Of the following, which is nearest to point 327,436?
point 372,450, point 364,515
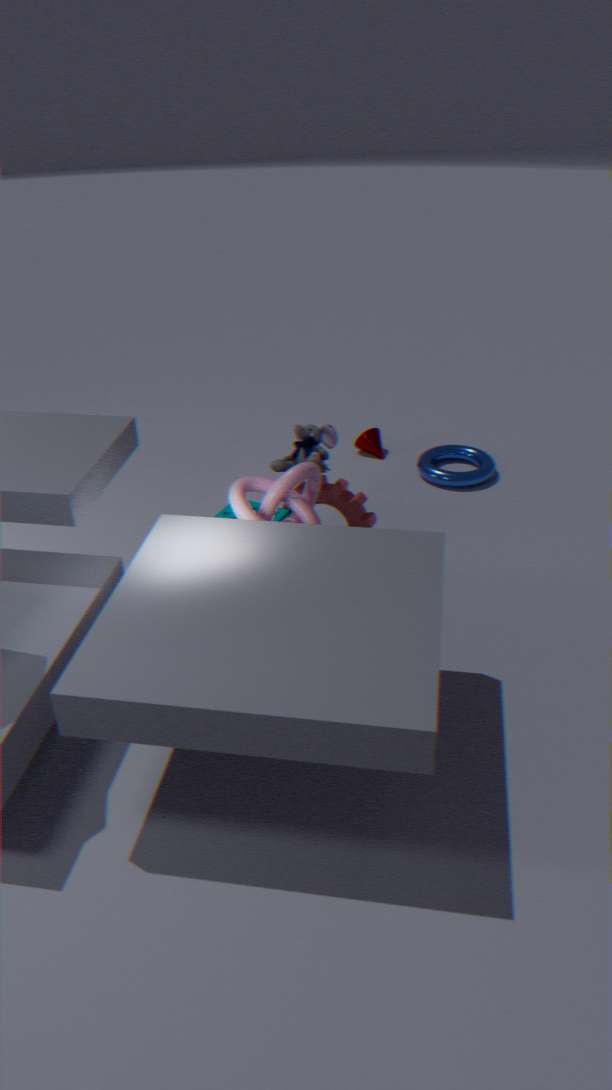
point 364,515
